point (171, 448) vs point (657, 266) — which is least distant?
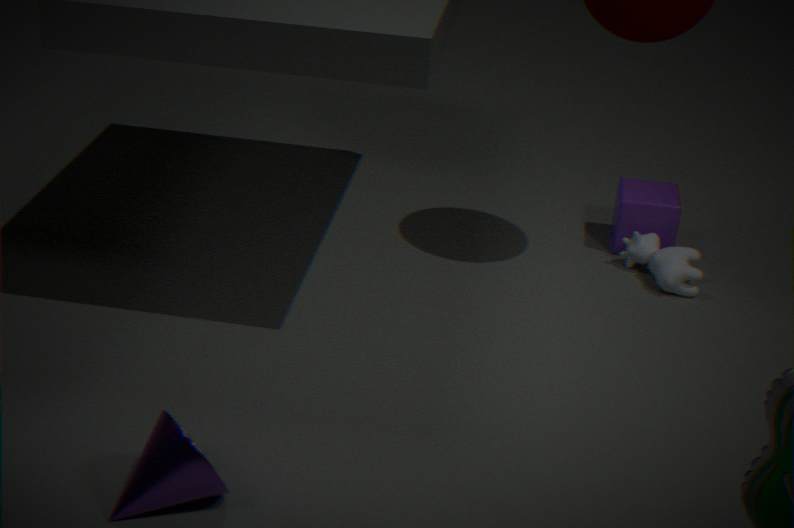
point (171, 448)
